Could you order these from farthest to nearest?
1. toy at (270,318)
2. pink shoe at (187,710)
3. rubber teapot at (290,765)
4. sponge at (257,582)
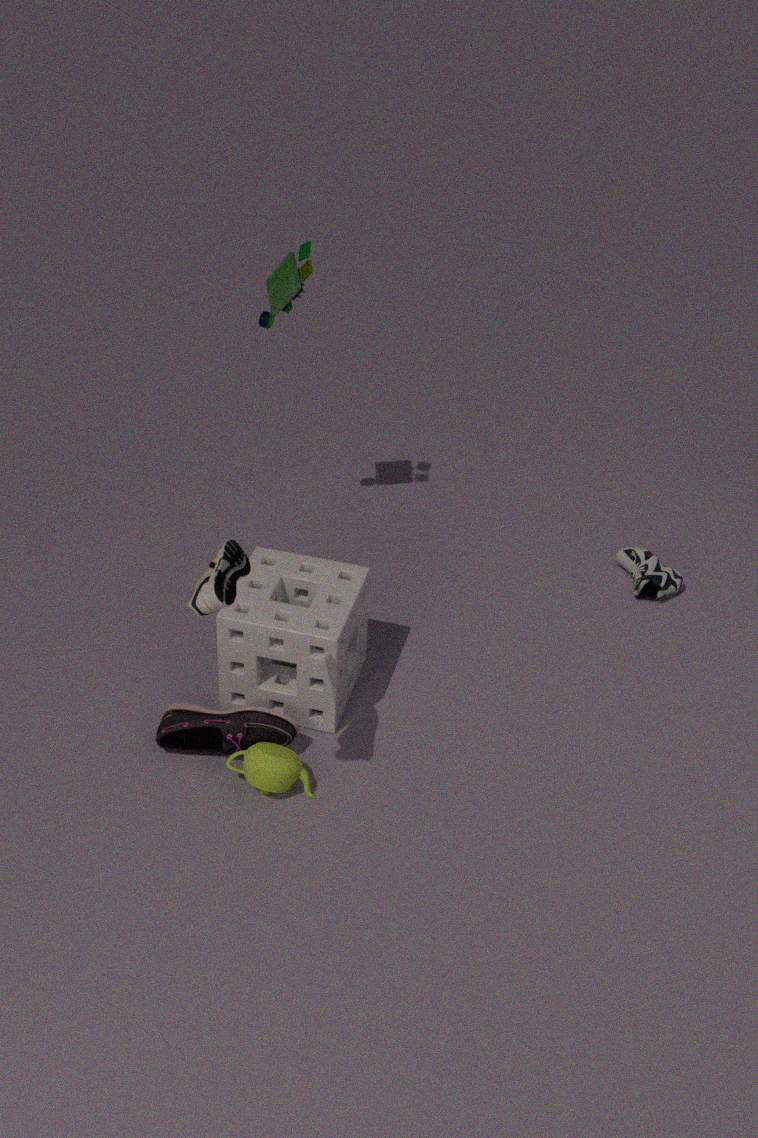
toy at (270,318) → sponge at (257,582) → pink shoe at (187,710) → rubber teapot at (290,765)
